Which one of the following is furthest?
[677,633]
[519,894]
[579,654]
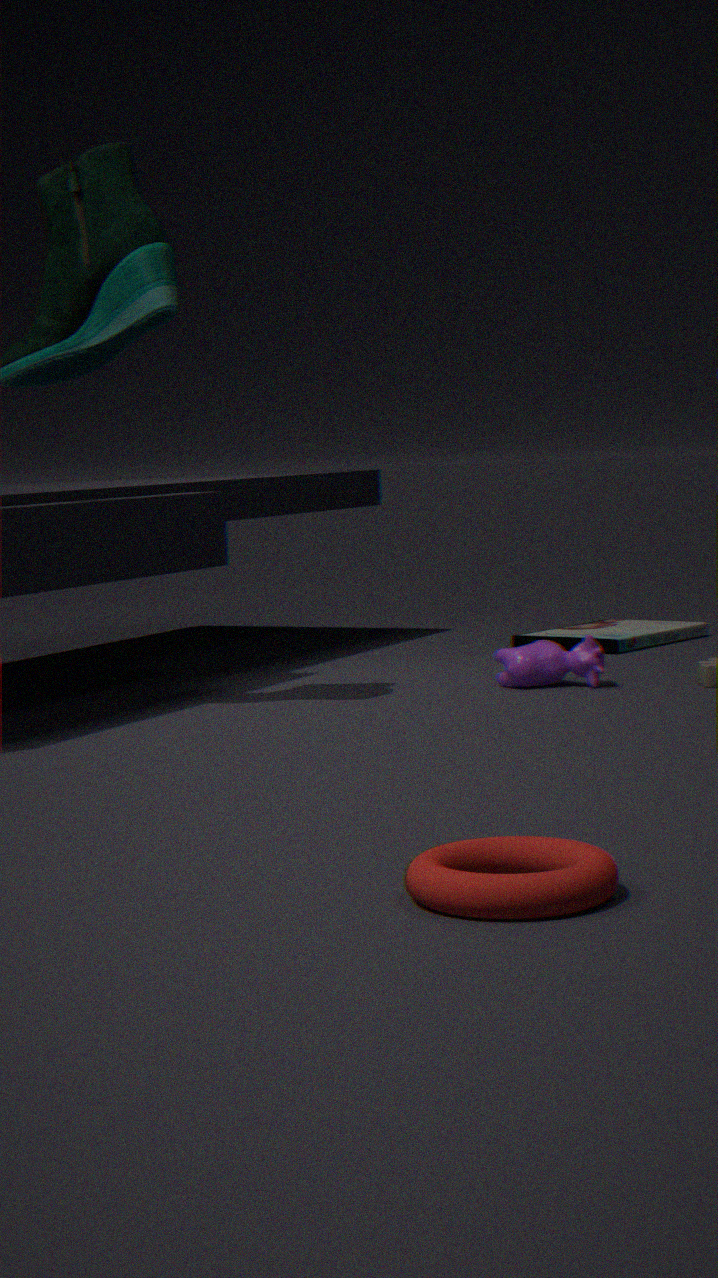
[677,633]
